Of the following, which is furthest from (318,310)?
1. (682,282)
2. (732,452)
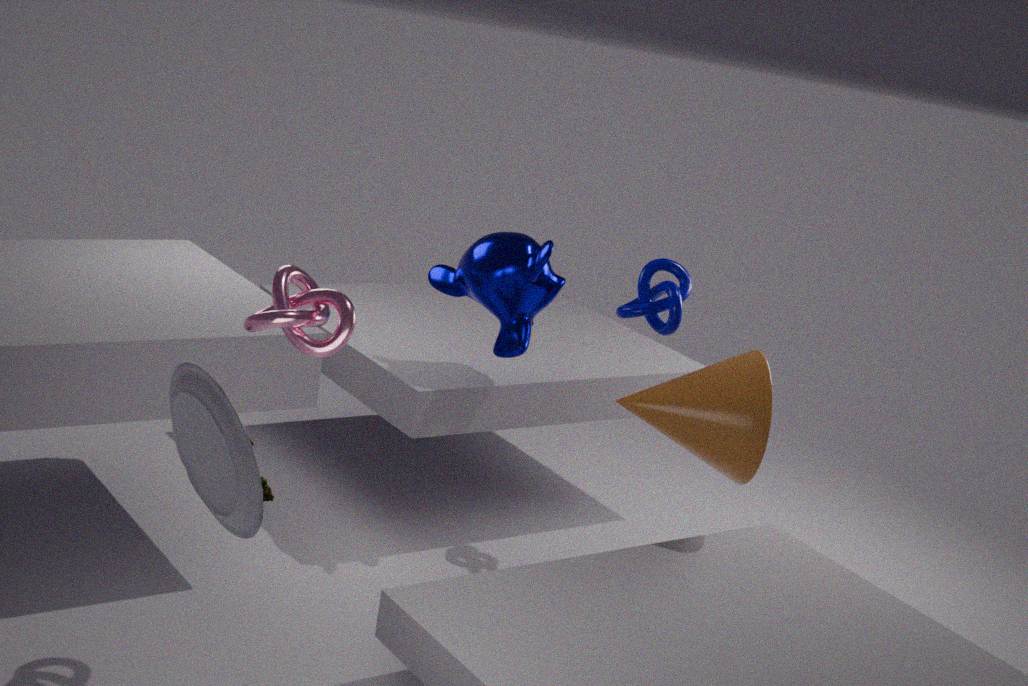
(732,452)
